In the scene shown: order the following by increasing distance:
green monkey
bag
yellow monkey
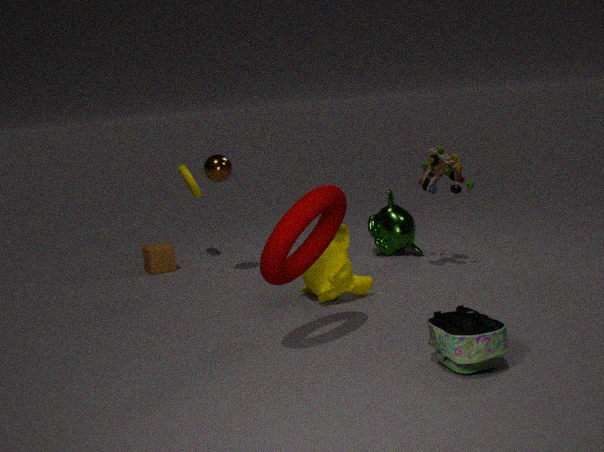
1. bag
2. yellow monkey
3. green monkey
